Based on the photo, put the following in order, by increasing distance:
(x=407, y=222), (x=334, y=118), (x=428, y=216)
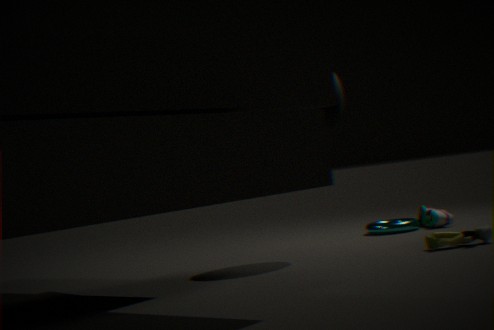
1. (x=334, y=118)
2. (x=407, y=222)
3. (x=428, y=216)
